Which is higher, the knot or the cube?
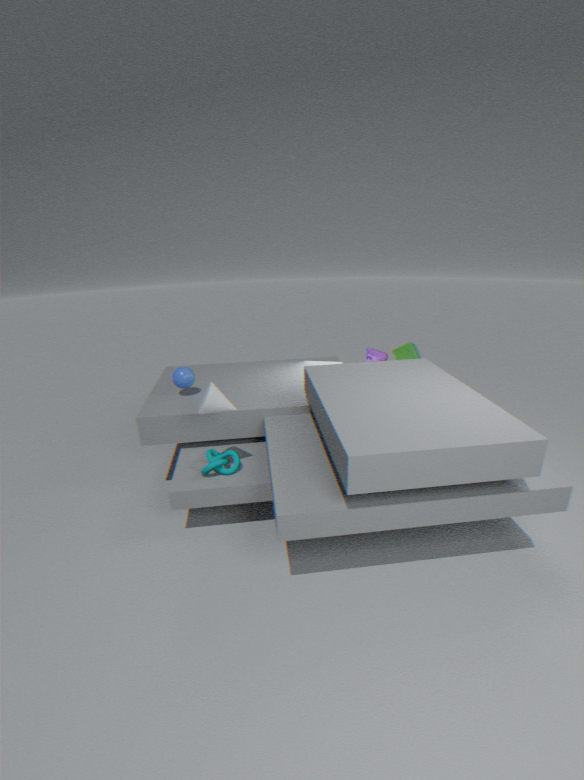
the cube
